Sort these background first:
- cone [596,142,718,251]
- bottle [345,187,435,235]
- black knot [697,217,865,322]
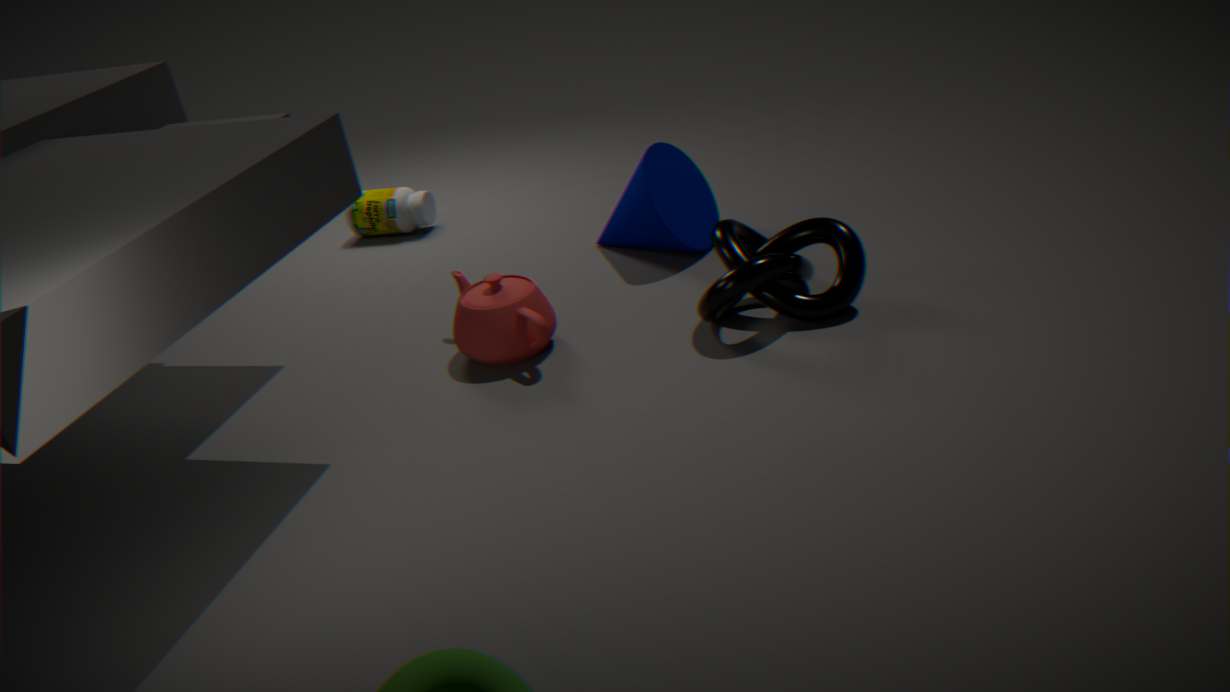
bottle [345,187,435,235] < cone [596,142,718,251] < black knot [697,217,865,322]
